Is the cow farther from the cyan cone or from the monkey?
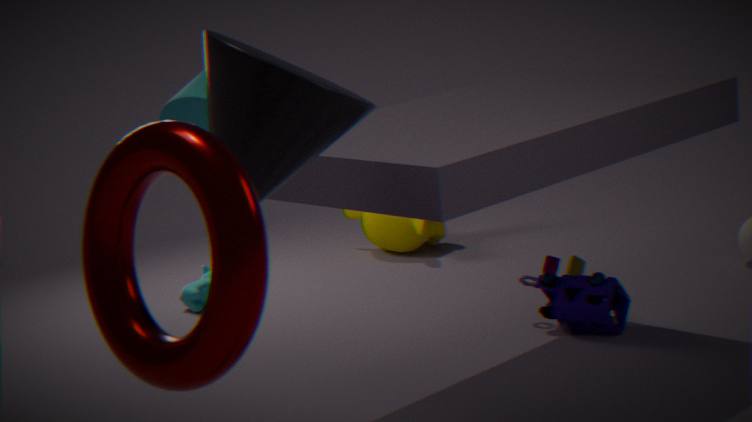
the cyan cone
